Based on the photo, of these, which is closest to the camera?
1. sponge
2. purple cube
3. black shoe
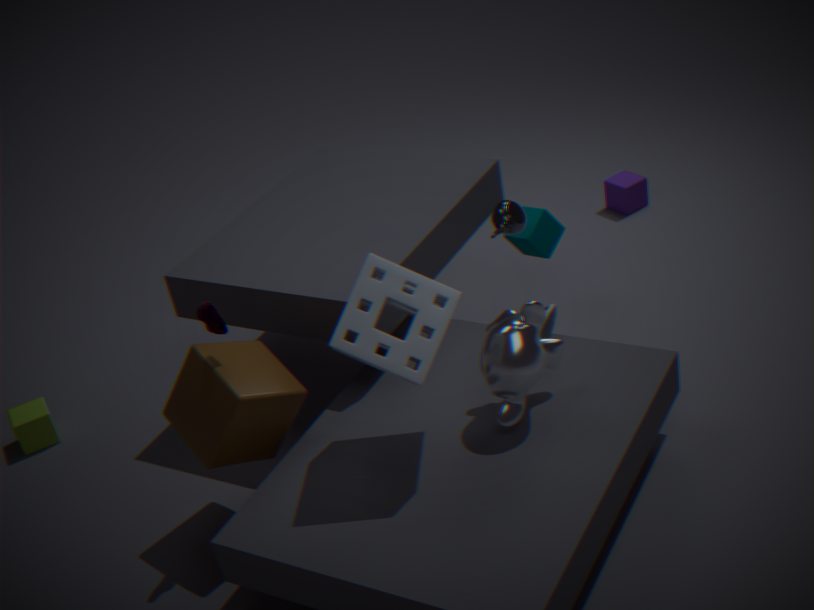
sponge
